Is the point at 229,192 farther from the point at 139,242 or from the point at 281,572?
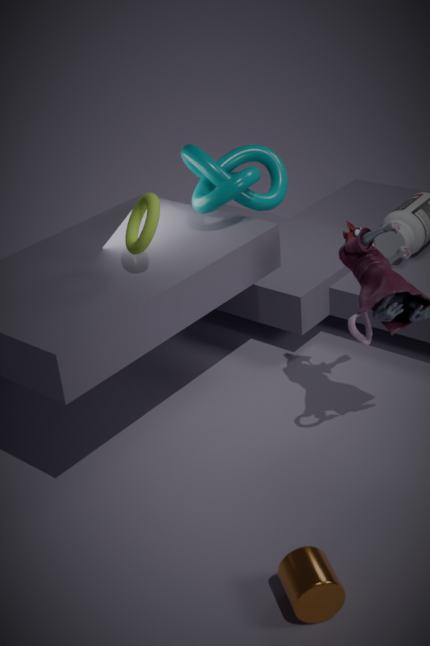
the point at 281,572
